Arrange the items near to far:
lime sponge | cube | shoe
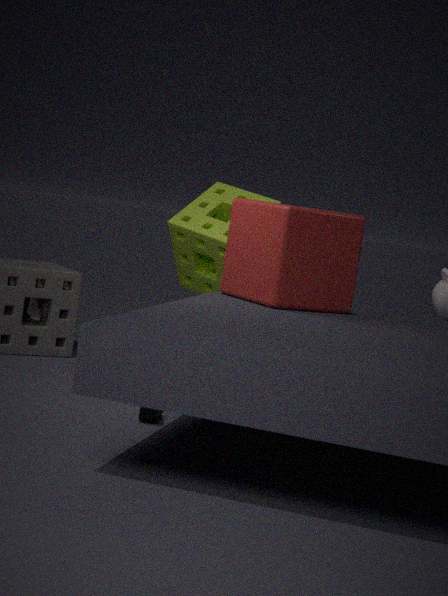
1. shoe
2. cube
3. lime sponge
